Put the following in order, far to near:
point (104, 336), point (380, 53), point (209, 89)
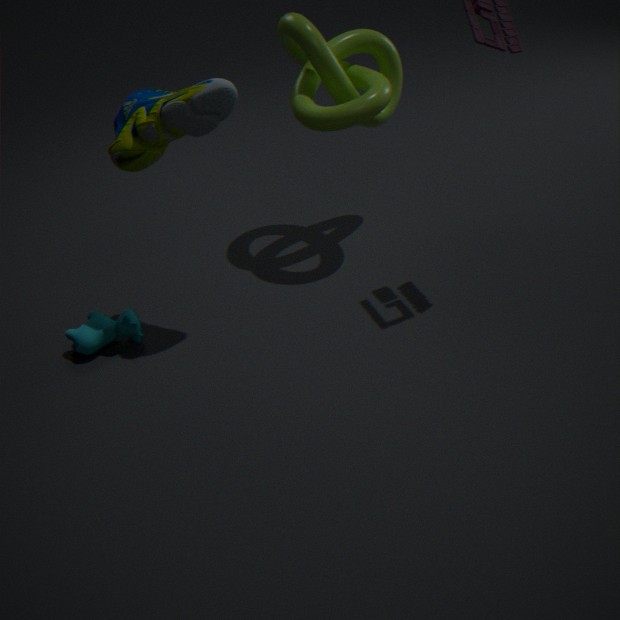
point (380, 53), point (104, 336), point (209, 89)
